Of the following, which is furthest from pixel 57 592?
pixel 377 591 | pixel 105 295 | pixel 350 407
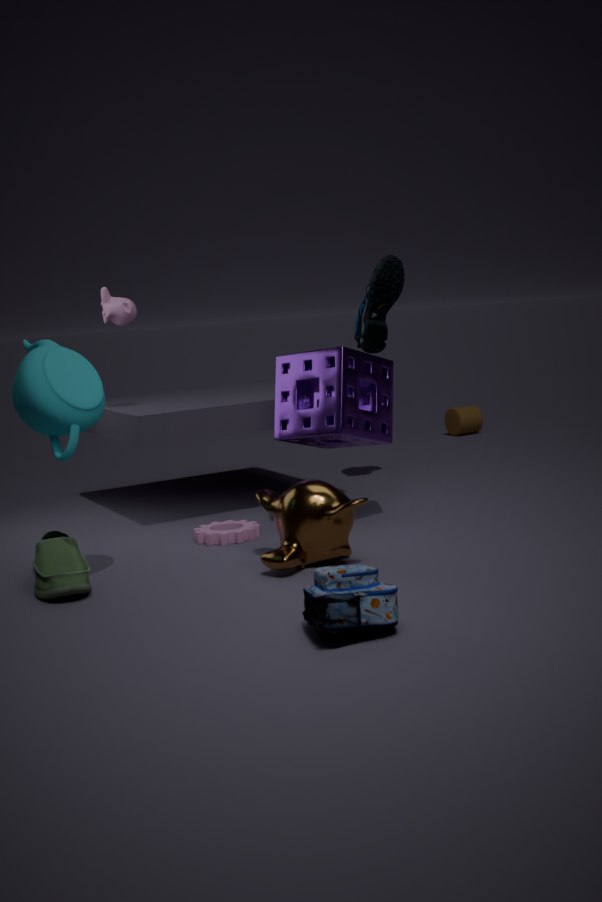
pixel 105 295
